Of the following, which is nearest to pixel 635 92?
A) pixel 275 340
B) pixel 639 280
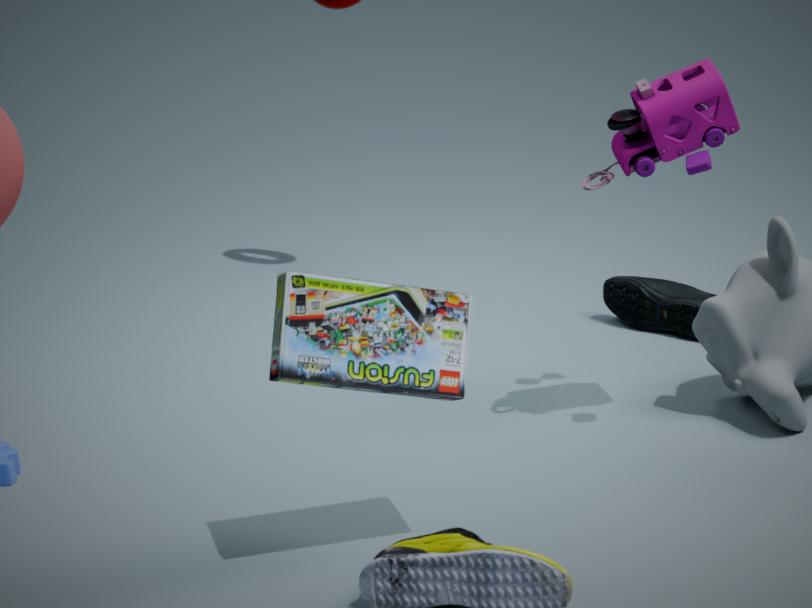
pixel 275 340
